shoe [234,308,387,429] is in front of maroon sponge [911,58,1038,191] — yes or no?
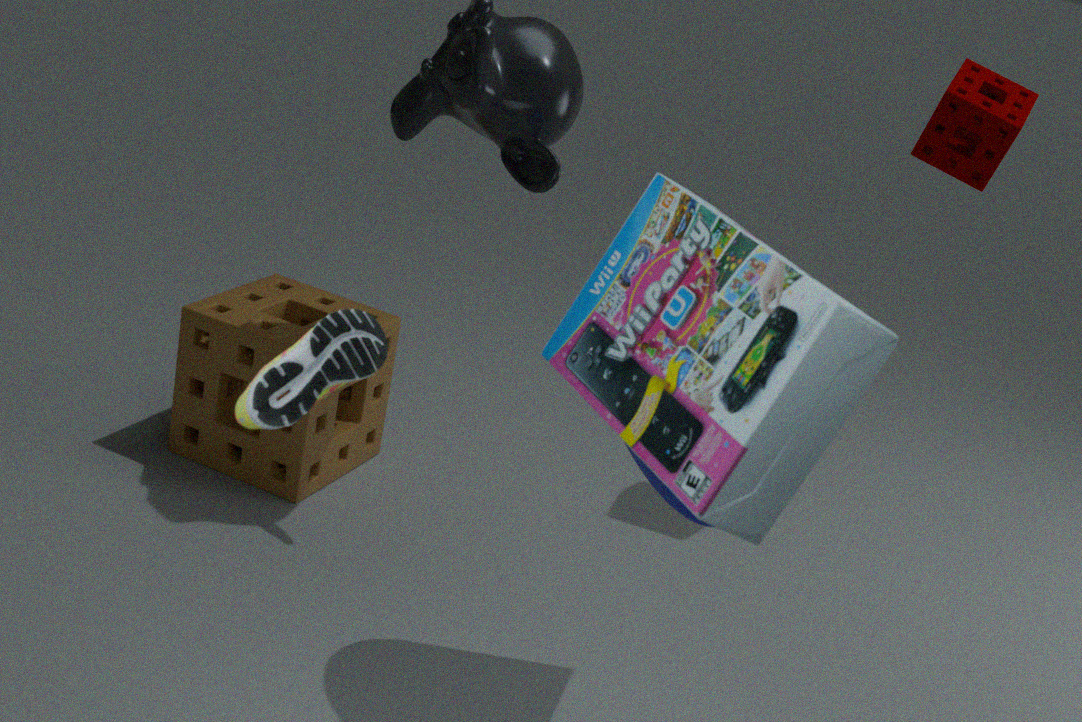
Yes
